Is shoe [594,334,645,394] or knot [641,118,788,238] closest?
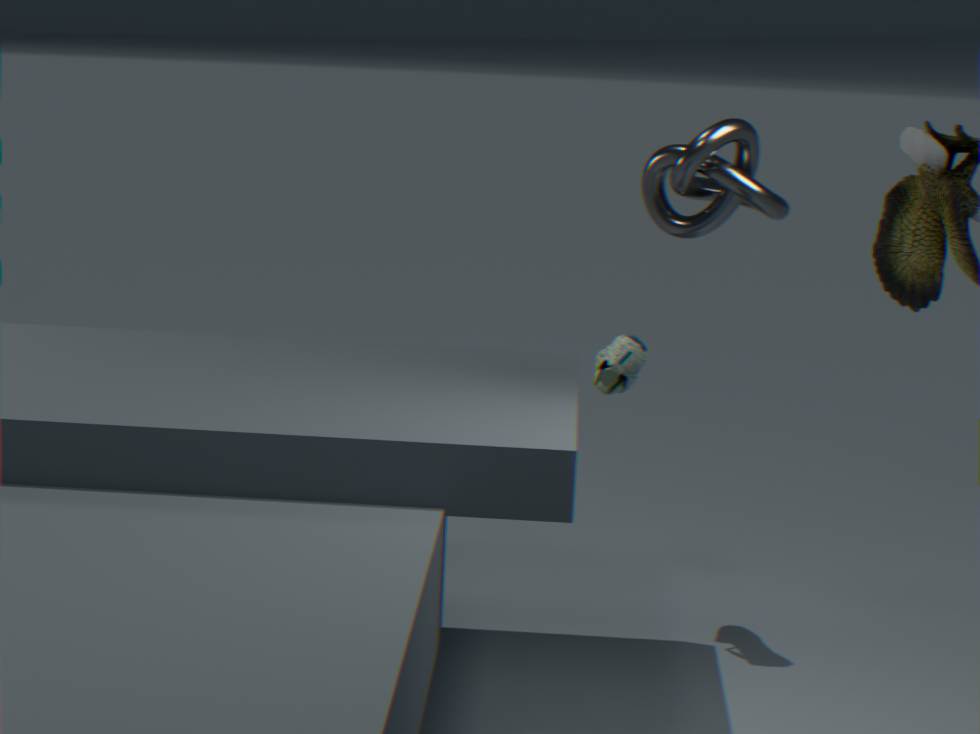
knot [641,118,788,238]
